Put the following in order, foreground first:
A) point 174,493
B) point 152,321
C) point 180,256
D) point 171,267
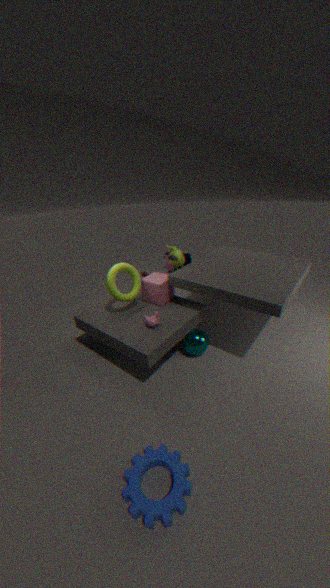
A < B < D < C
